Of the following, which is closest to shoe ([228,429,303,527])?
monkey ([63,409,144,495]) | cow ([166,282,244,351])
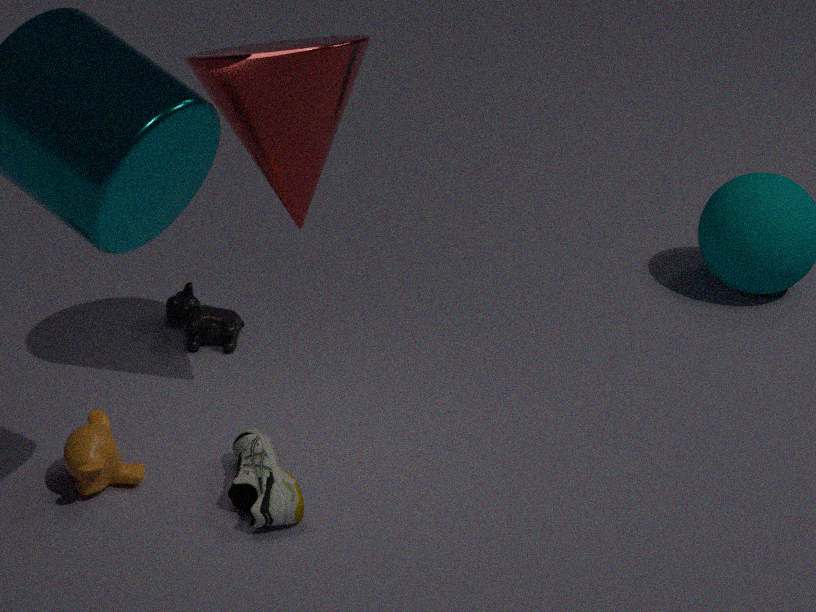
monkey ([63,409,144,495])
